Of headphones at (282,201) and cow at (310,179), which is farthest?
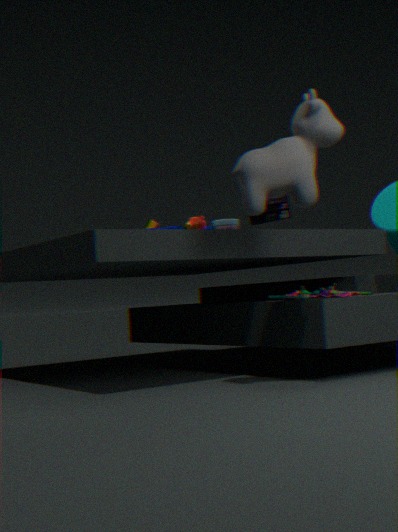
headphones at (282,201)
